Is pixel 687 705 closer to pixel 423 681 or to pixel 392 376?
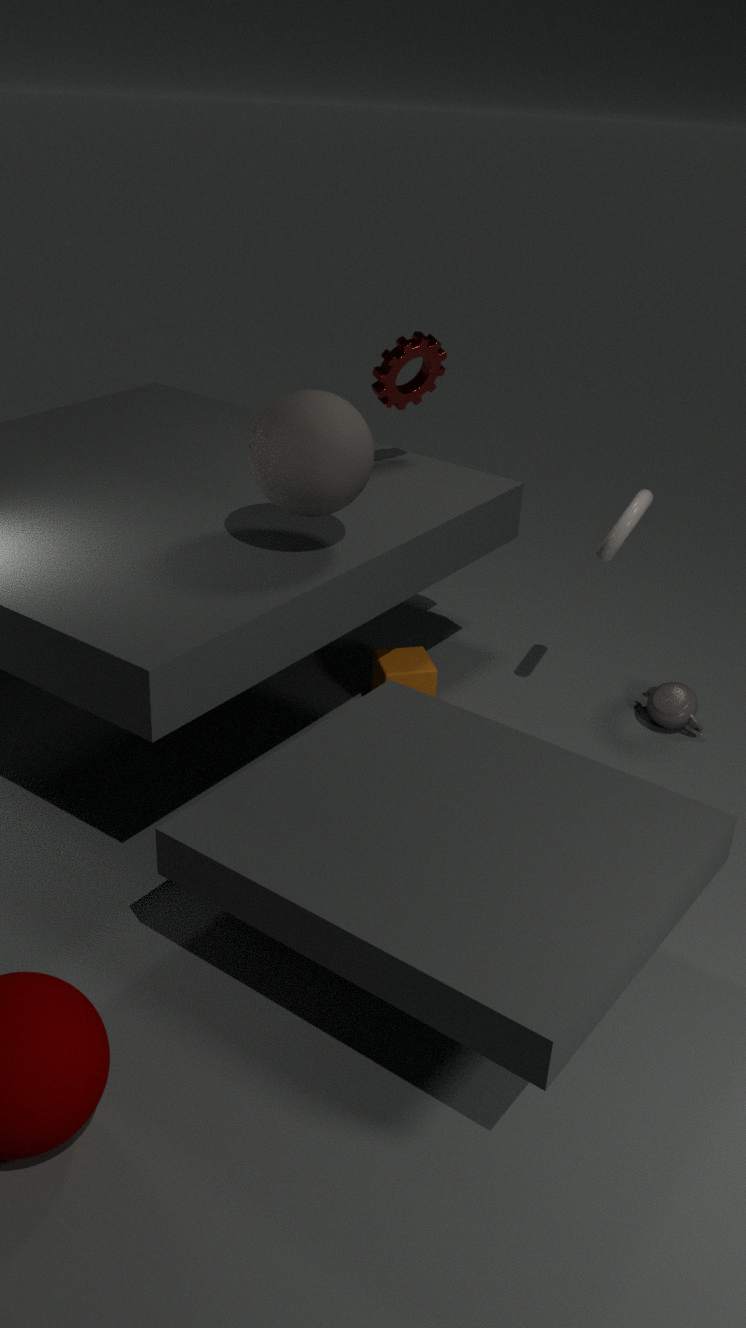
pixel 423 681
